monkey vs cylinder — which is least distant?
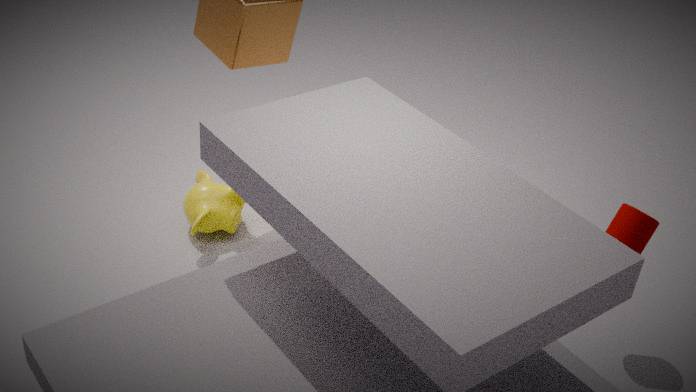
cylinder
